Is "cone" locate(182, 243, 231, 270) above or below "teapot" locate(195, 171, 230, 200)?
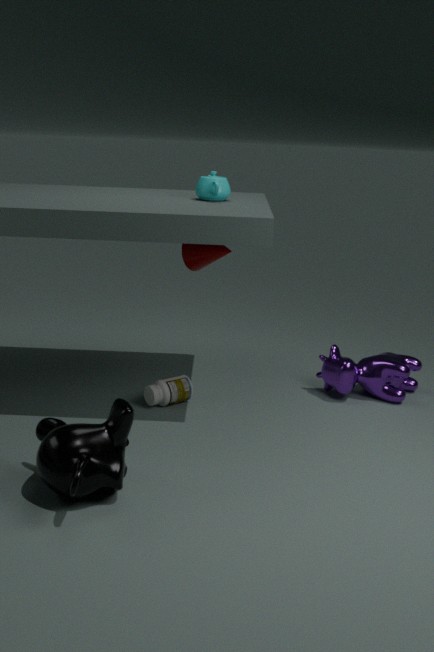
below
